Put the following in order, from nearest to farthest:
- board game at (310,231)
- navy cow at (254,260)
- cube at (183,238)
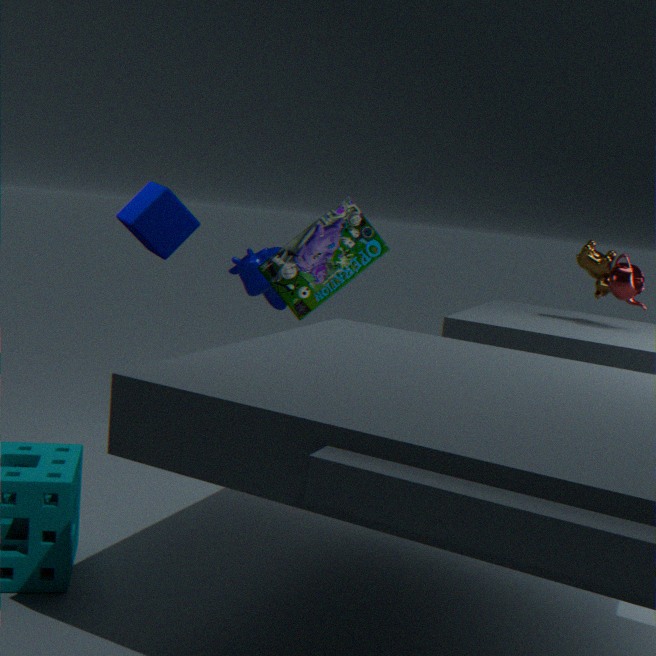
cube at (183,238) → board game at (310,231) → navy cow at (254,260)
